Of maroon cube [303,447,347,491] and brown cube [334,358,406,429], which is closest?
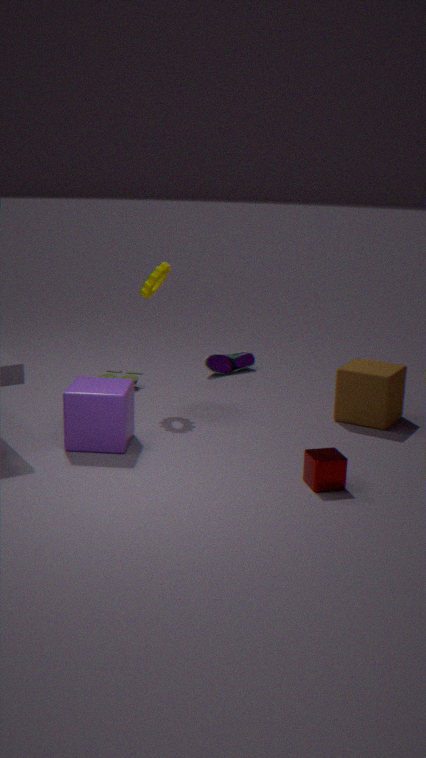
maroon cube [303,447,347,491]
